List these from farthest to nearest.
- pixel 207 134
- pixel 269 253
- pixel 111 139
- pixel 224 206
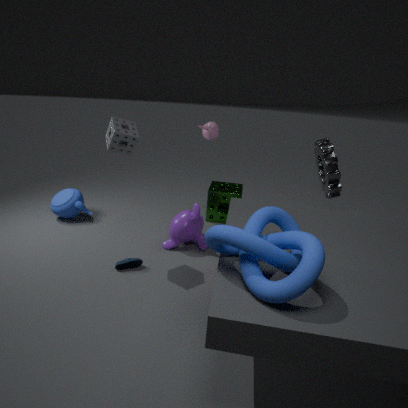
pixel 224 206
pixel 207 134
pixel 111 139
pixel 269 253
